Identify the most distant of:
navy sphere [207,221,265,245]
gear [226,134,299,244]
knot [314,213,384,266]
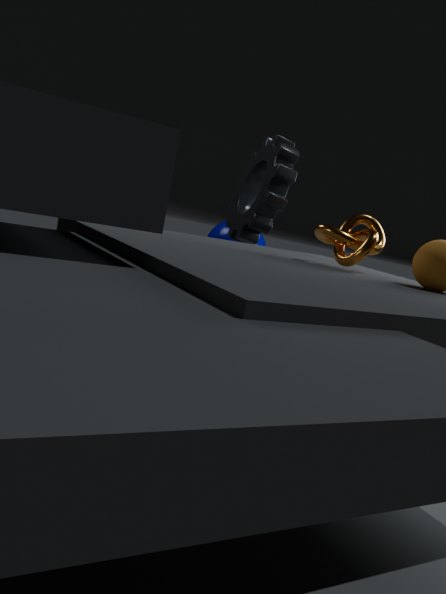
navy sphere [207,221,265,245]
